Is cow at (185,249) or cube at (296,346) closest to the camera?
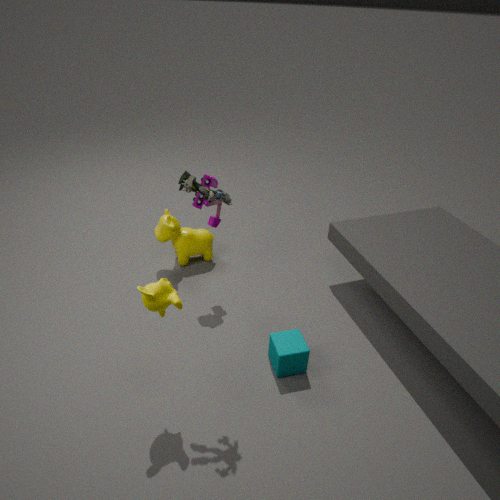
cube at (296,346)
